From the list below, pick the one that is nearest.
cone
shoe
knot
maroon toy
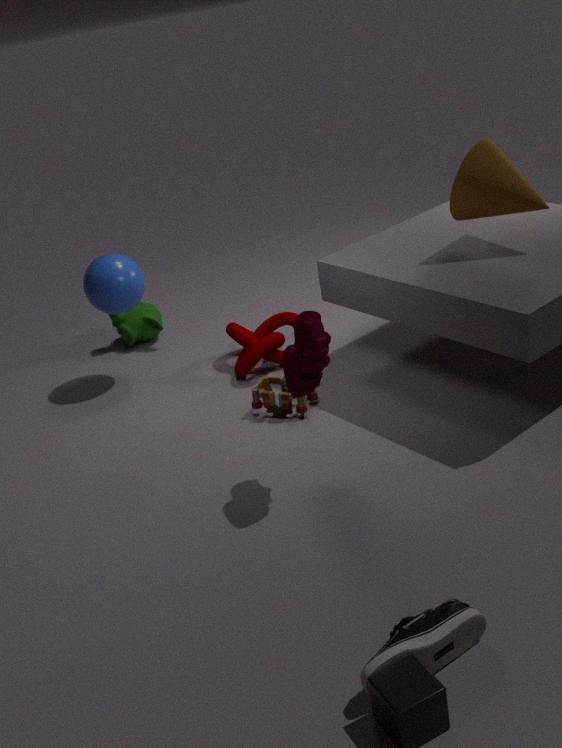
shoe
